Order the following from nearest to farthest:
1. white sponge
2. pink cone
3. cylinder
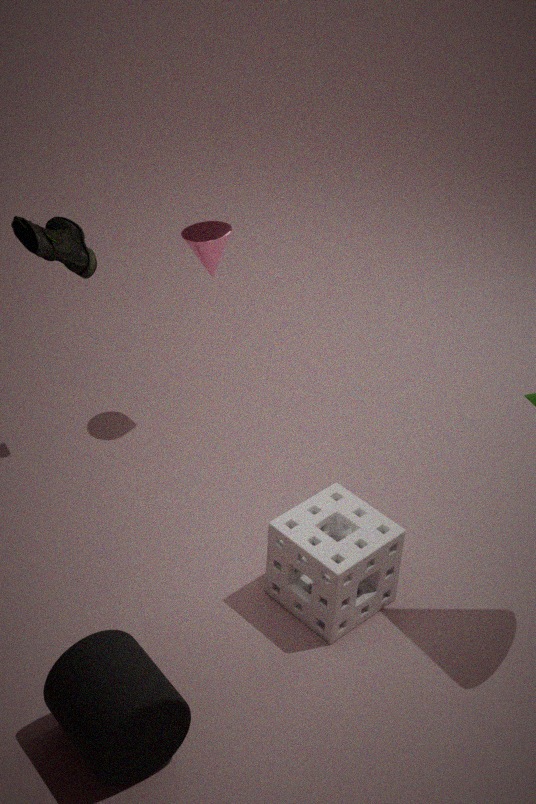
cylinder < white sponge < pink cone
